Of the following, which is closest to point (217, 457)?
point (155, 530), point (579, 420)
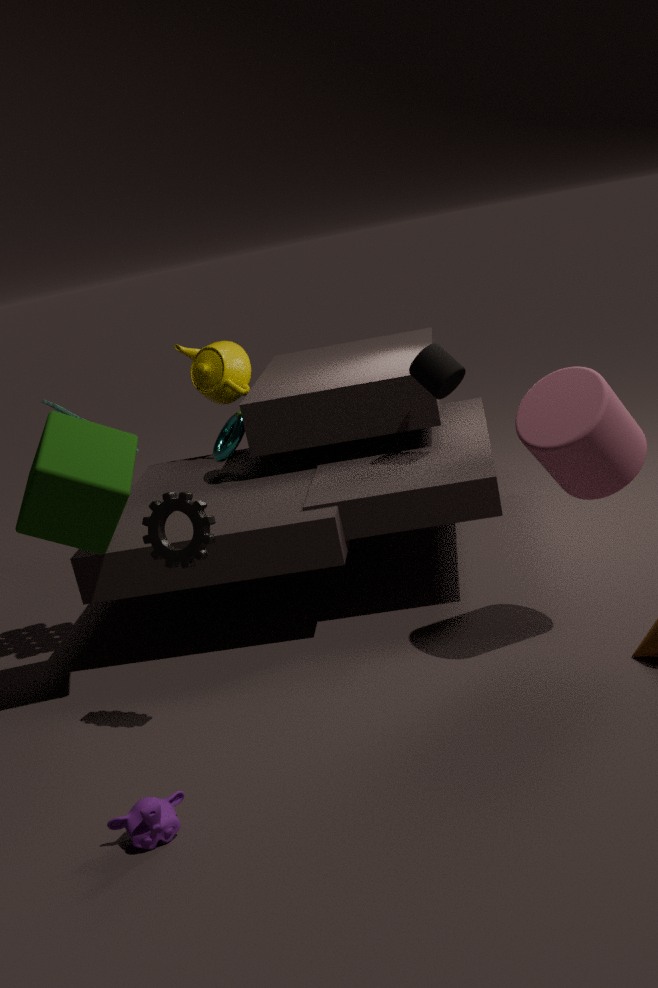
point (155, 530)
